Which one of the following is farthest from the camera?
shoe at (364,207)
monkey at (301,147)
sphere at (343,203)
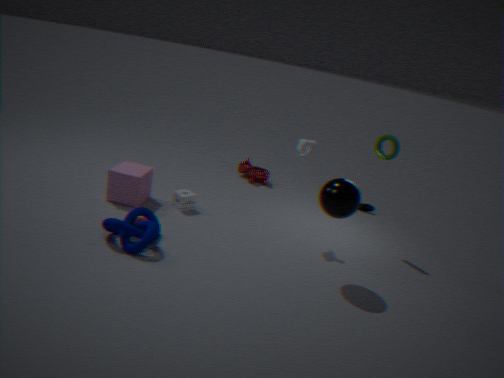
shoe at (364,207)
